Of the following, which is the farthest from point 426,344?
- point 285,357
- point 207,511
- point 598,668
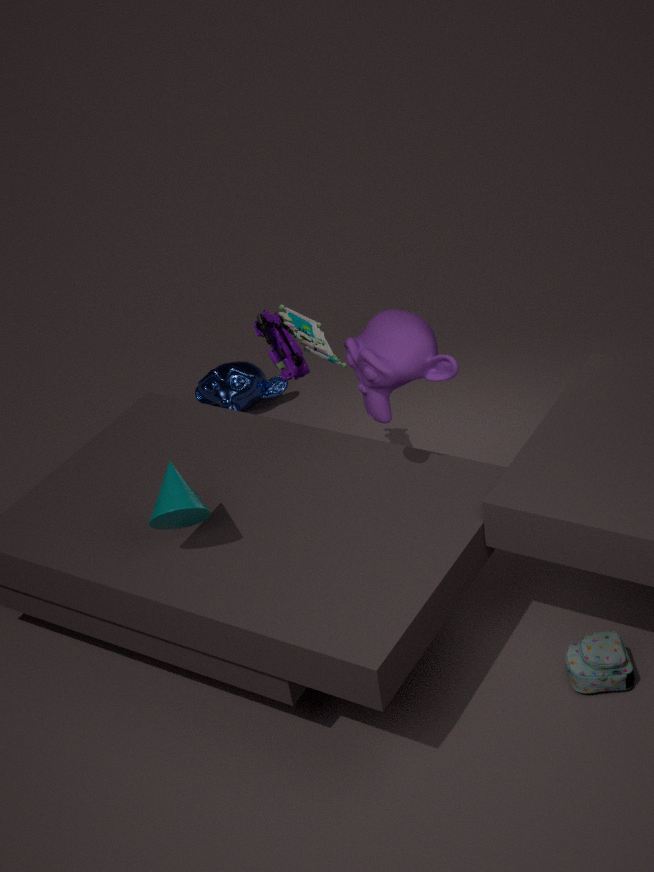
point 598,668
